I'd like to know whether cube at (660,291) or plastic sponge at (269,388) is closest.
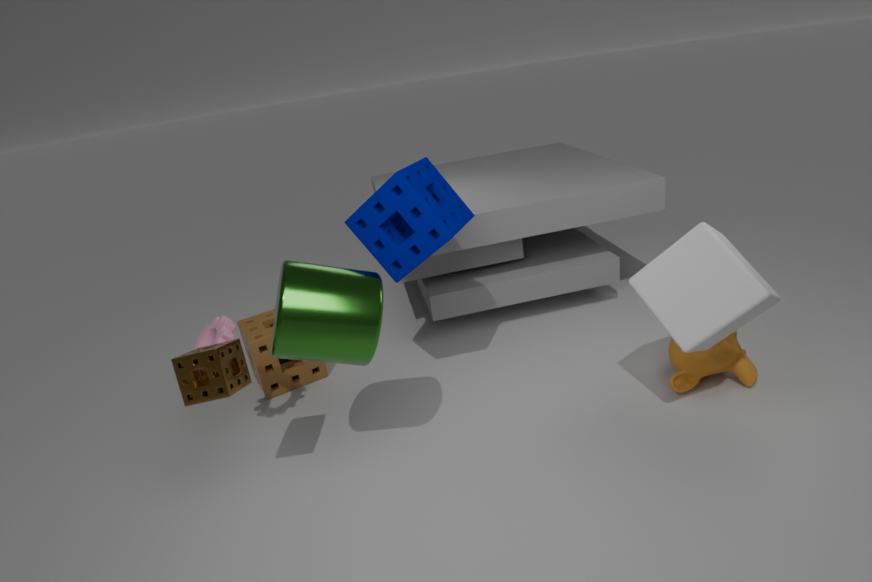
cube at (660,291)
